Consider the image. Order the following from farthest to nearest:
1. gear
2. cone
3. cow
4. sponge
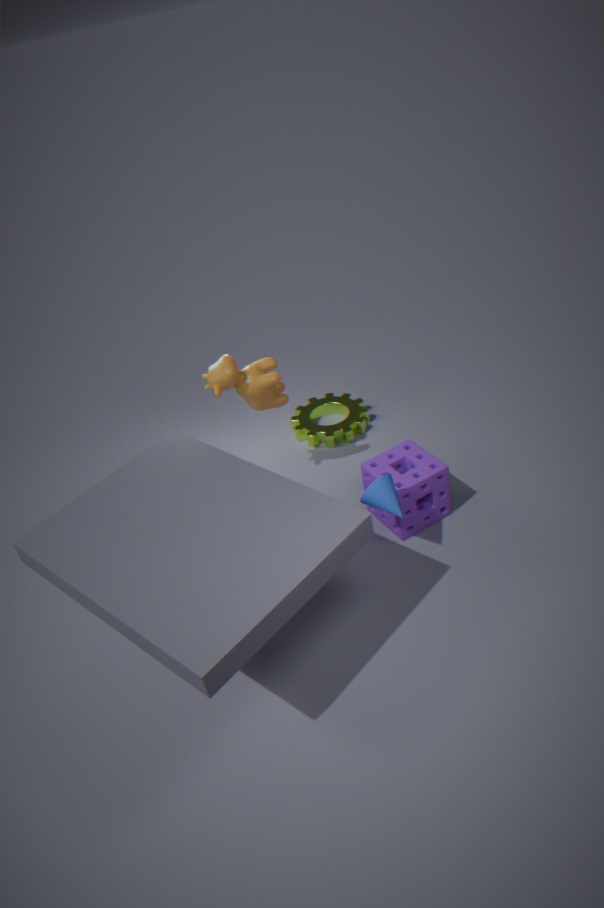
gear, cow, sponge, cone
